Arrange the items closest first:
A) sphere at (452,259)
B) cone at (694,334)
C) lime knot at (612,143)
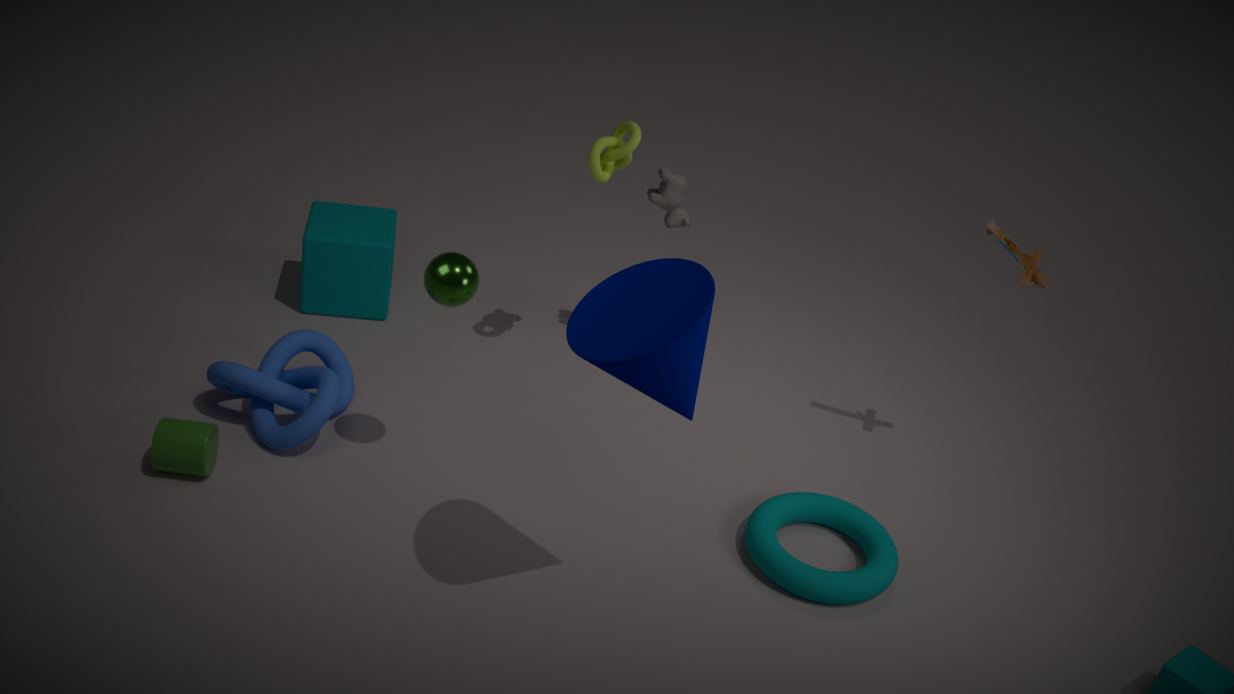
cone at (694,334) < sphere at (452,259) < lime knot at (612,143)
